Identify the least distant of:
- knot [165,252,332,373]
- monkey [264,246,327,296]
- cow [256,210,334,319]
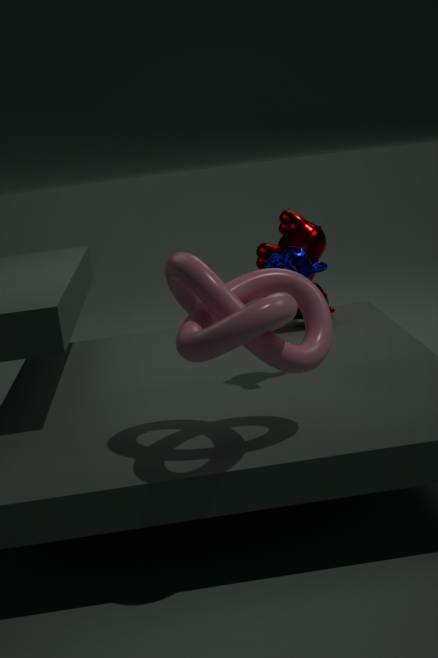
knot [165,252,332,373]
